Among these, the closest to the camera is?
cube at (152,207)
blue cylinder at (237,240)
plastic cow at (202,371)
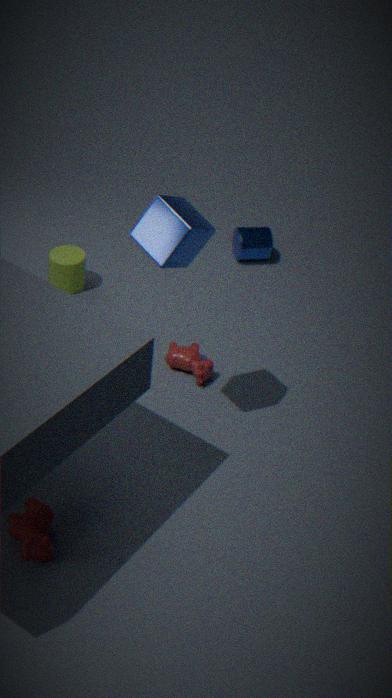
cube at (152,207)
